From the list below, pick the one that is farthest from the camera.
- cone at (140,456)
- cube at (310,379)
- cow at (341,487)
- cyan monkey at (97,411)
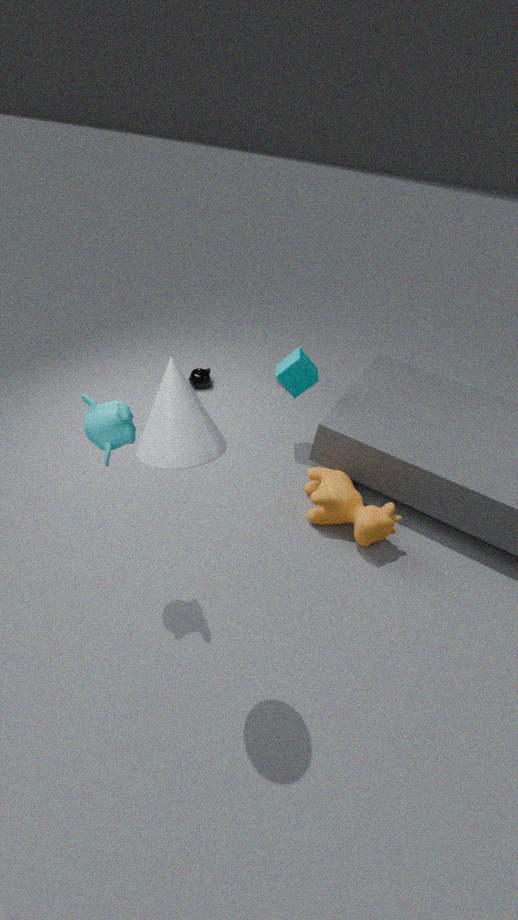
cube at (310,379)
